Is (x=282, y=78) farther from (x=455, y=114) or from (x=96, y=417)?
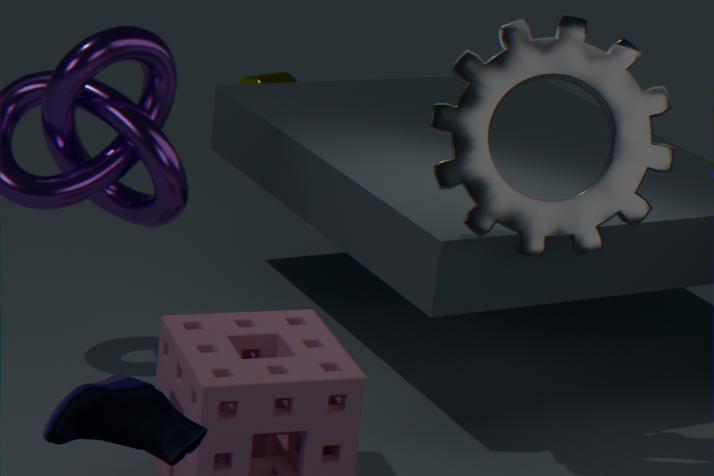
(x=96, y=417)
